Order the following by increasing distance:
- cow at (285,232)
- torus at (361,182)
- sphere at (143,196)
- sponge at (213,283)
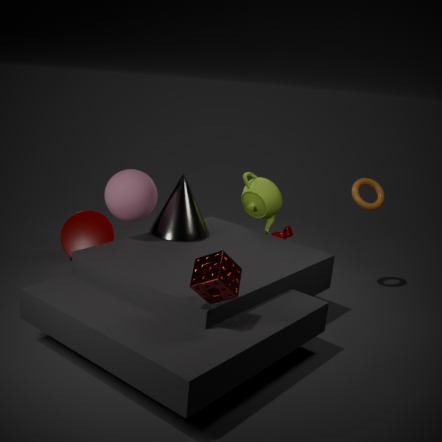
sponge at (213,283), sphere at (143,196), torus at (361,182), cow at (285,232)
